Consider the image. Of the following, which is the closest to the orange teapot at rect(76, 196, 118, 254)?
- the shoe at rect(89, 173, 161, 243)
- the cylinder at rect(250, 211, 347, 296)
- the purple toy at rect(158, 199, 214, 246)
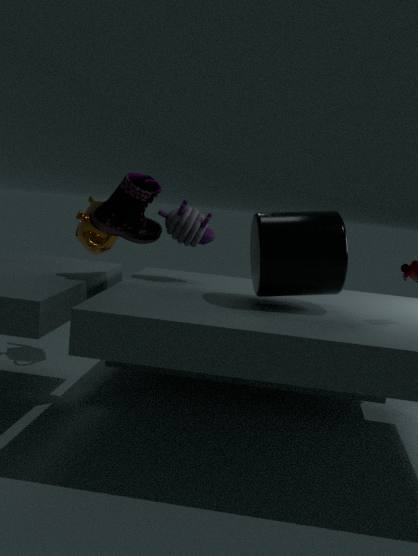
the shoe at rect(89, 173, 161, 243)
